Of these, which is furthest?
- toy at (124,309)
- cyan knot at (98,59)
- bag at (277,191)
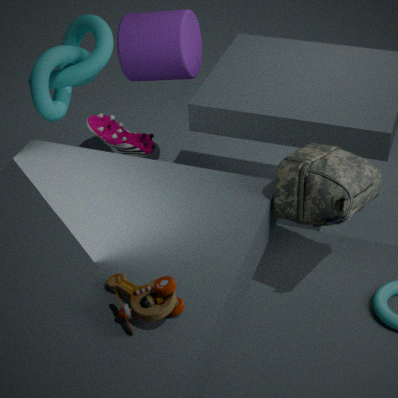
cyan knot at (98,59)
